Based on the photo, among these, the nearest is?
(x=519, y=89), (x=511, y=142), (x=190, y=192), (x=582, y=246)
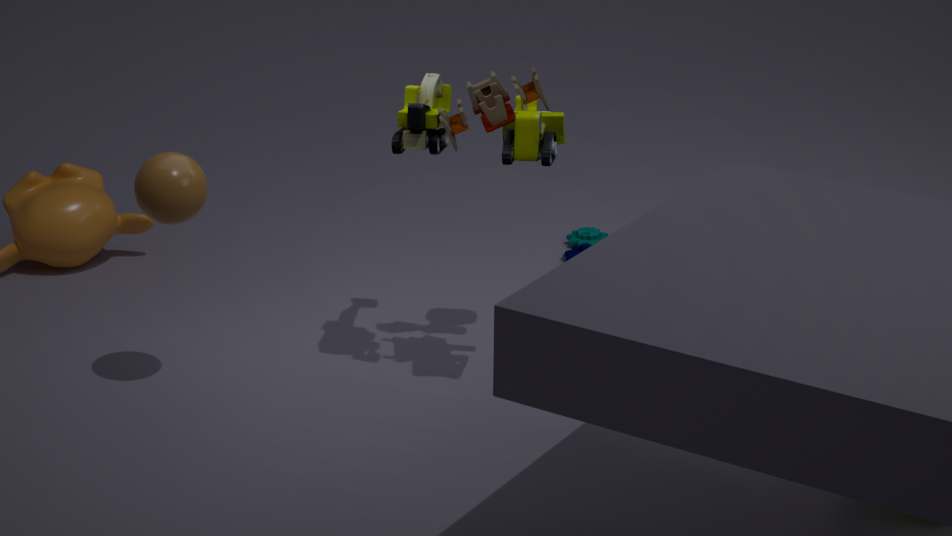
(x=511, y=142)
